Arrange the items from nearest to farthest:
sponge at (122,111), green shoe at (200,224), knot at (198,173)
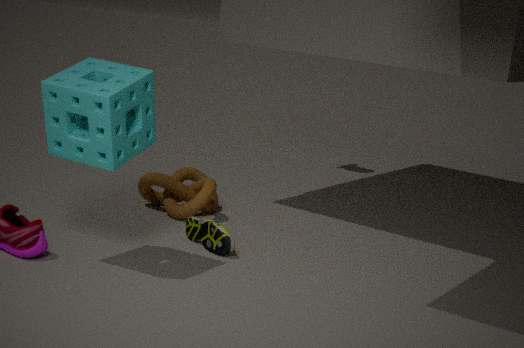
sponge at (122,111) → green shoe at (200,224) → knot at (198,173)
